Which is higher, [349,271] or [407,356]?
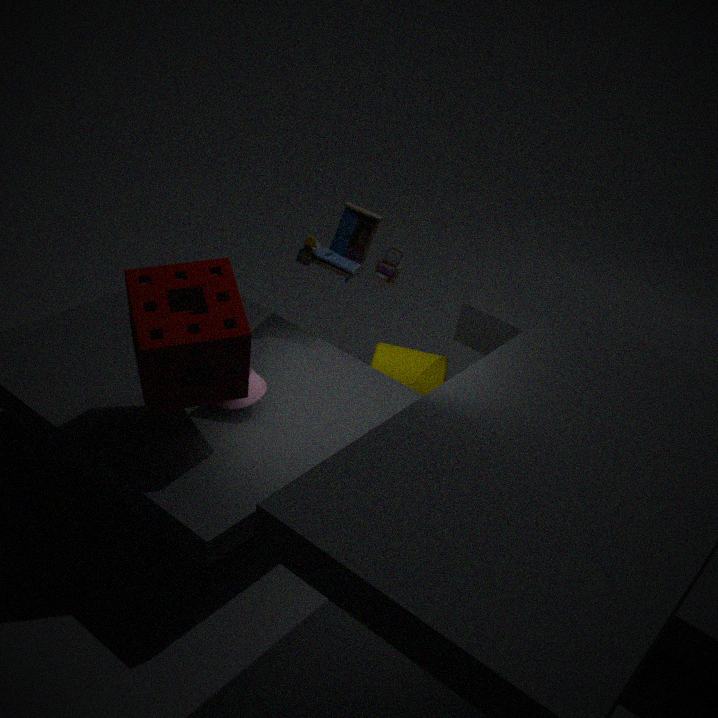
[349,271]
